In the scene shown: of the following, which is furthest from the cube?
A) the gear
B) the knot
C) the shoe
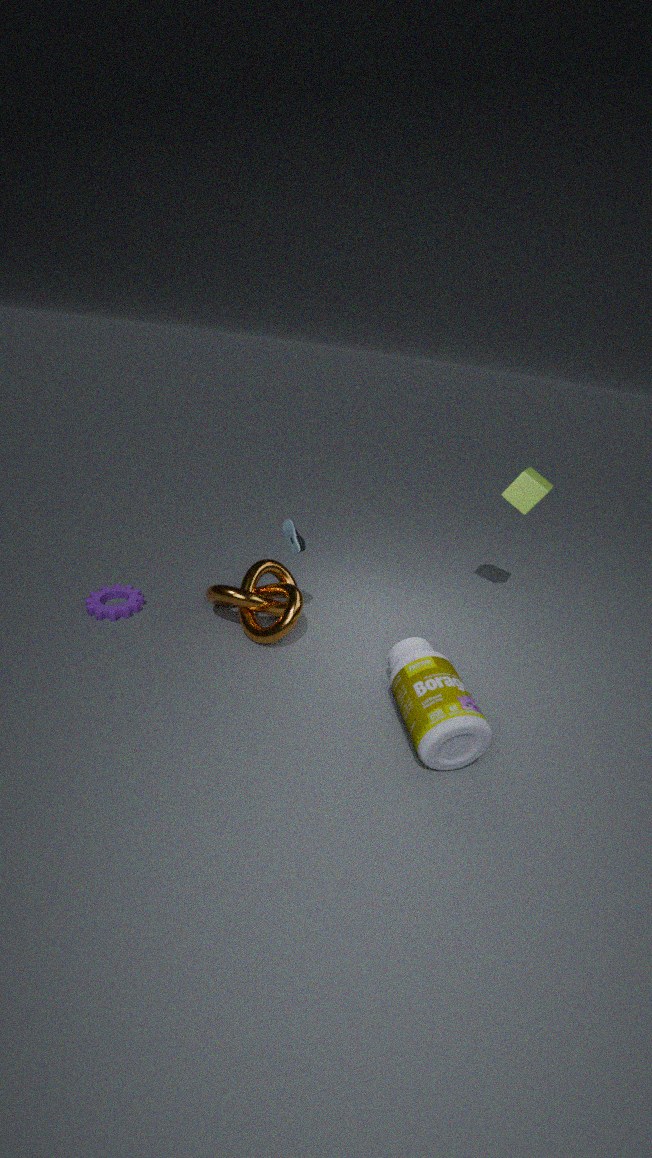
the gear
